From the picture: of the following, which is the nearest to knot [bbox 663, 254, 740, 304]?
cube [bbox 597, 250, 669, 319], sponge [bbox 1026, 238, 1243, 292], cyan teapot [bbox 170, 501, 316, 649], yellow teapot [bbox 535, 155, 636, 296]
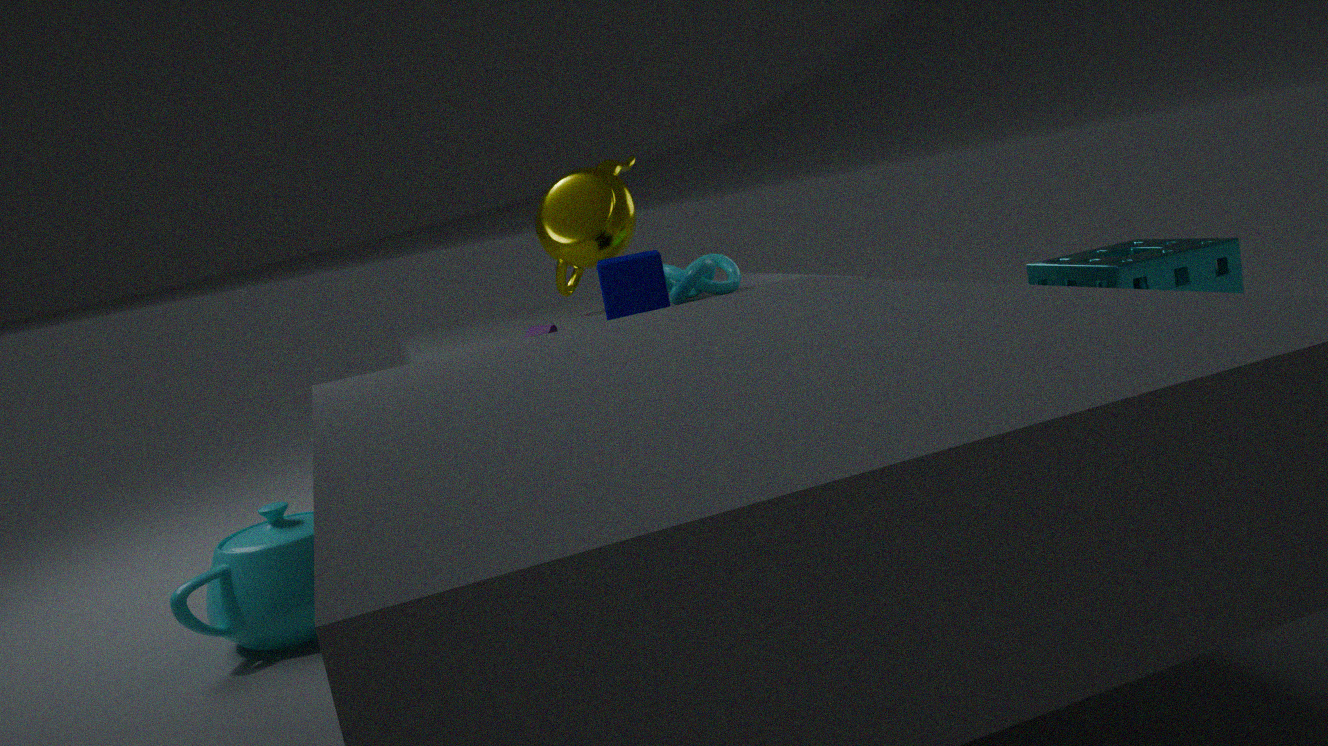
cube [bbox 597, 250, 669, 319]
